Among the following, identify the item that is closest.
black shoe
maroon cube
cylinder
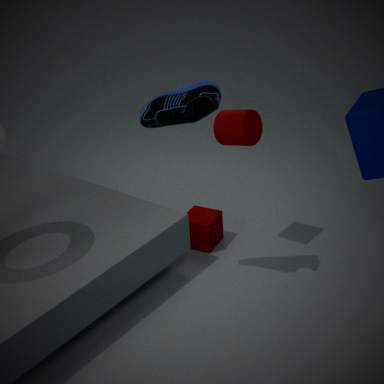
black shoe
